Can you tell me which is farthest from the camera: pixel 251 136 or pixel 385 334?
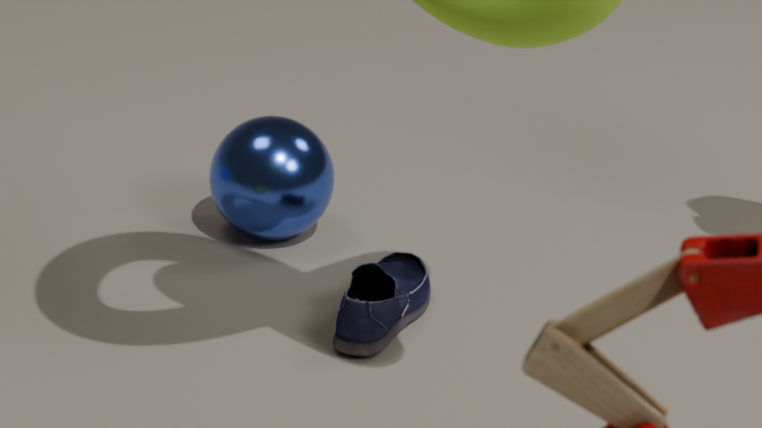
pixel 251 136
